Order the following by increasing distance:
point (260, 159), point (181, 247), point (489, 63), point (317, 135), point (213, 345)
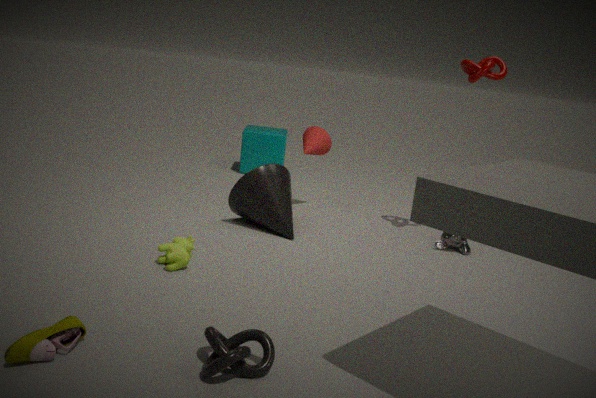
point (213, 345)
point (181, 247)
point (489, 63)
point (317, 135)
point (260, 159)
